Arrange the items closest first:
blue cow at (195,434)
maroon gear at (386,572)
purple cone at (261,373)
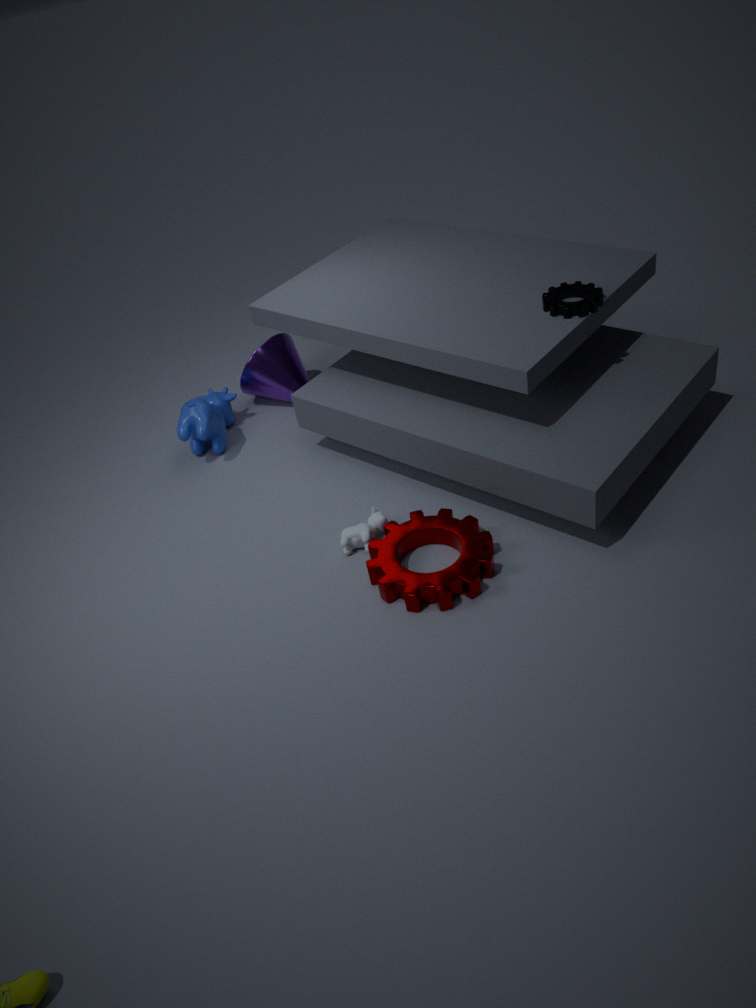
maroon gear at (386,572) < blue cow at (195,434) < purple cone at (261,373)
